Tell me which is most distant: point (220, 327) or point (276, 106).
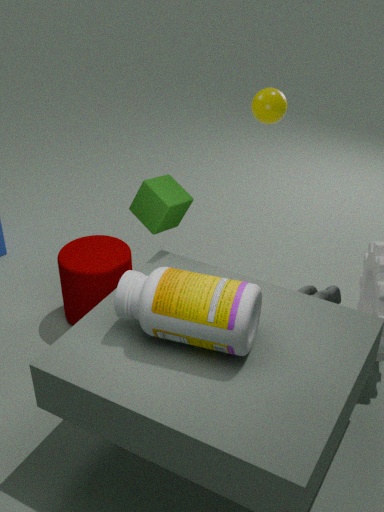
point (276, 106)
